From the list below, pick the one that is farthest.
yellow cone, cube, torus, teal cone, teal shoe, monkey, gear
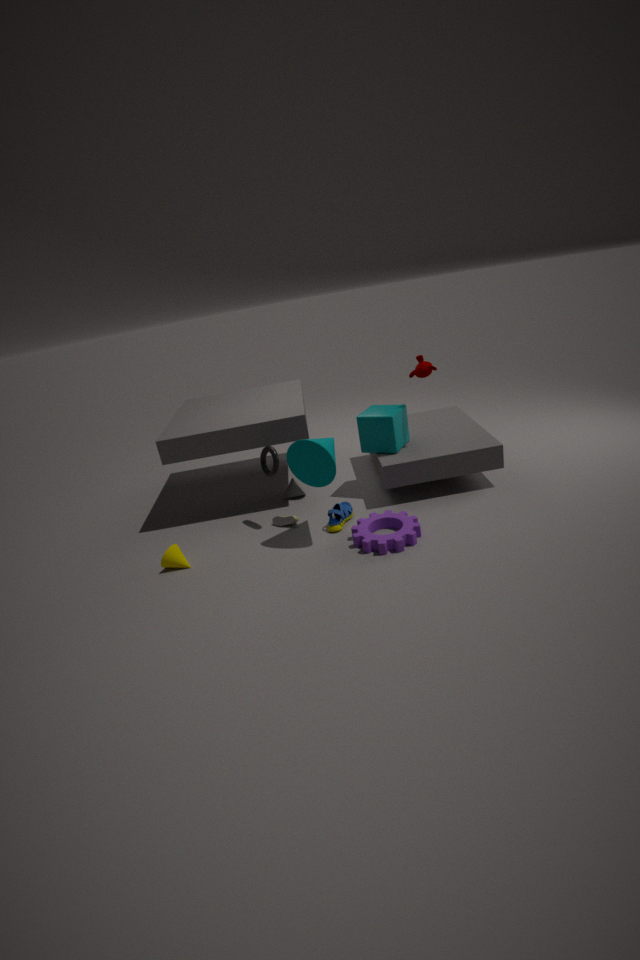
cube
